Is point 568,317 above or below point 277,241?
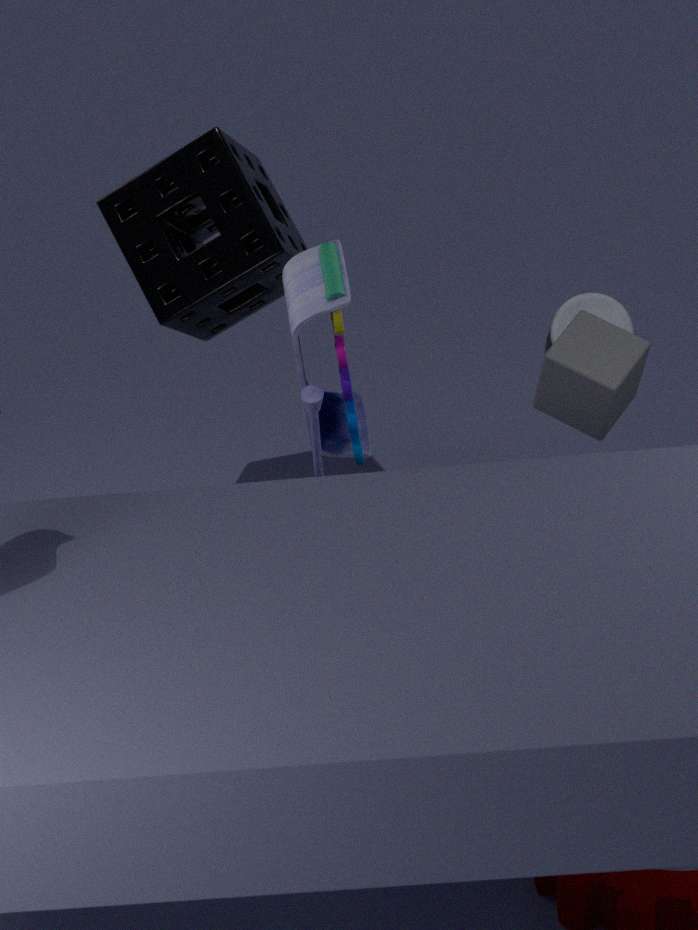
below
